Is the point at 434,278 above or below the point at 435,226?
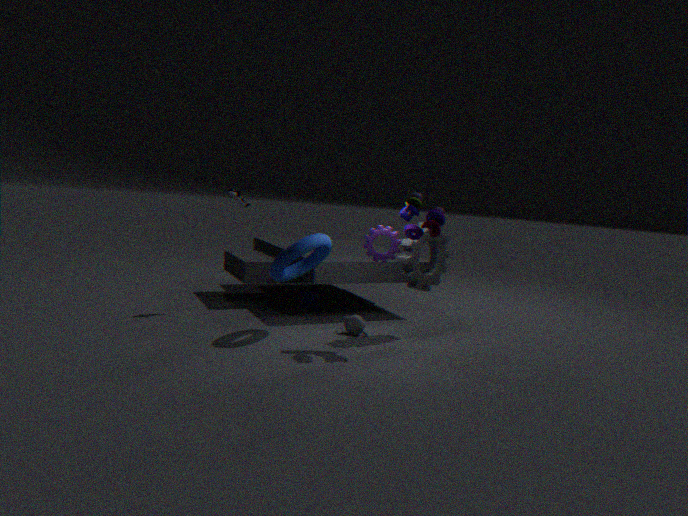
below
